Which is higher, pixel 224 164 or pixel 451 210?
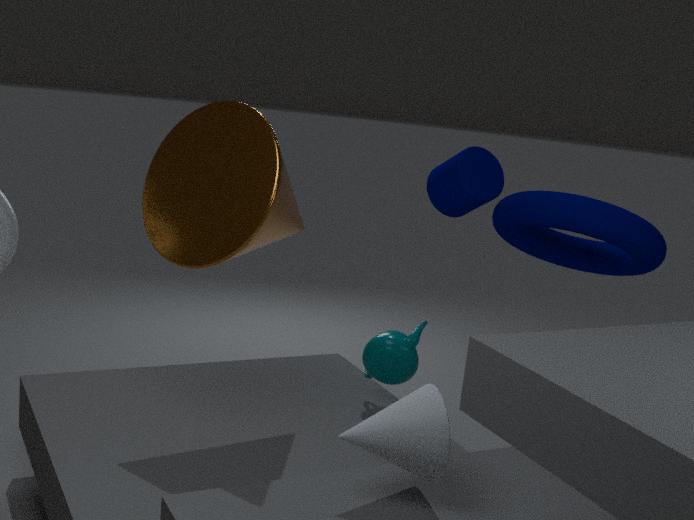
pixel 451 210
